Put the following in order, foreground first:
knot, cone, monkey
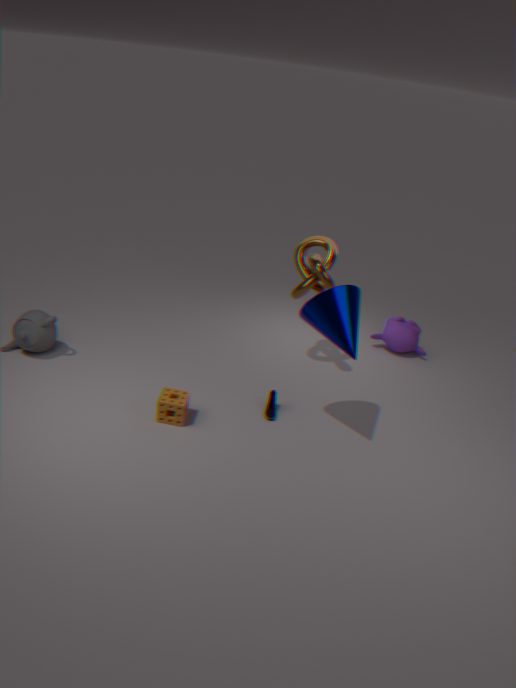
cone, knot, monkey
